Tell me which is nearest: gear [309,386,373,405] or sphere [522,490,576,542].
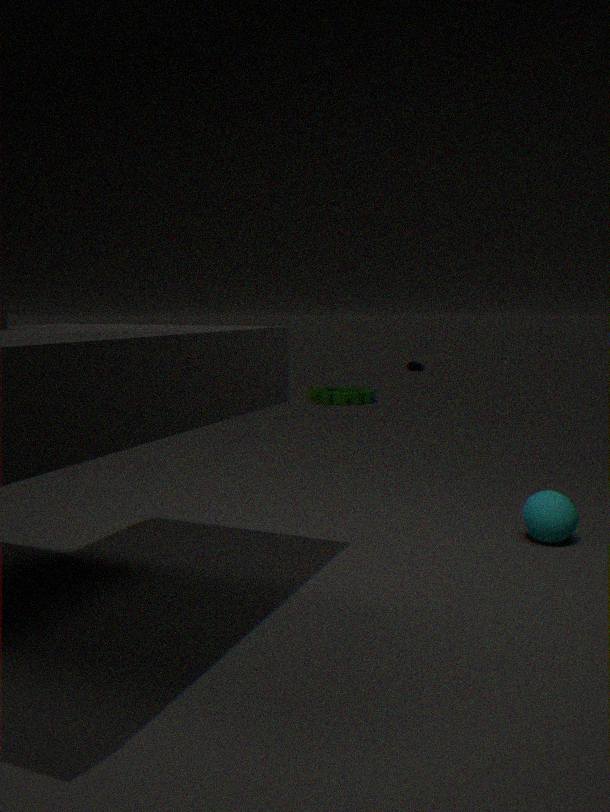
sphere [522,490,576,542]
